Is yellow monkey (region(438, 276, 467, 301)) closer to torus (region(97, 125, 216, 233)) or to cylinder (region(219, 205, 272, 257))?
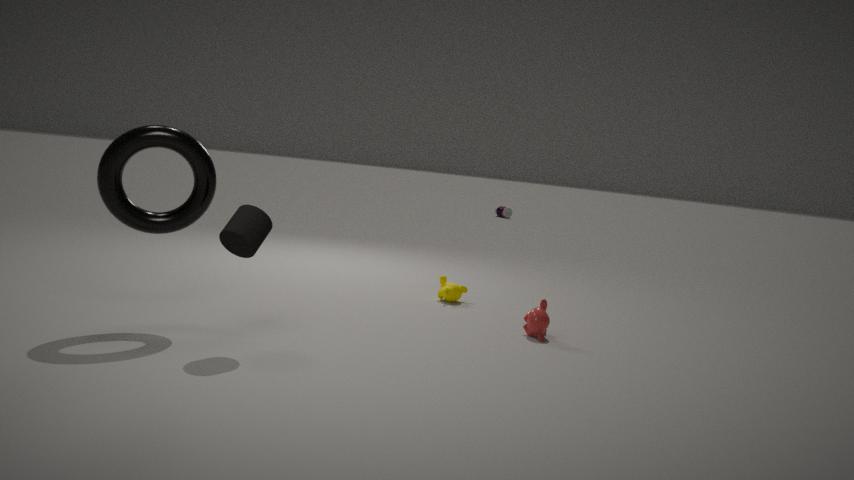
cylinder (region(219, 205, 272, 257))
